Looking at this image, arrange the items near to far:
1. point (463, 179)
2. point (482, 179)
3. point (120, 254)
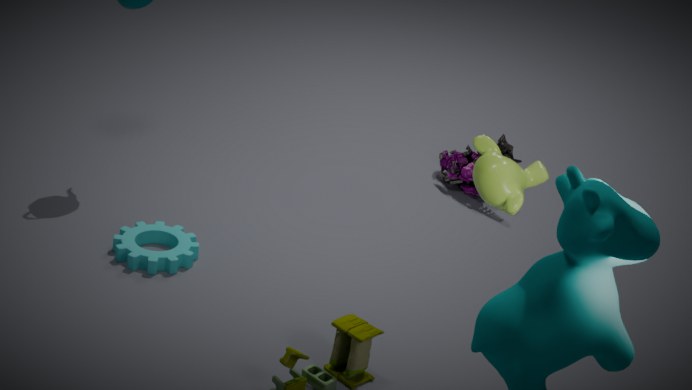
point (482, 179), point (120, 254), point (463, 179)
